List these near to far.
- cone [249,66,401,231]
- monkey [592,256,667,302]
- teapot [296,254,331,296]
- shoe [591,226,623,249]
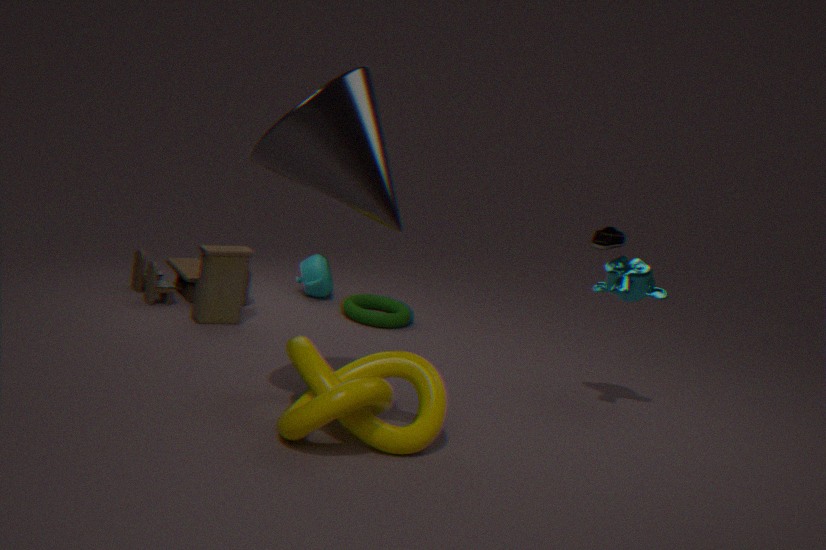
cone [249,66,401,231] → monkey [592,256,667,302] → teapot [296,254,331,296] → shoe [591,226,623,249]
